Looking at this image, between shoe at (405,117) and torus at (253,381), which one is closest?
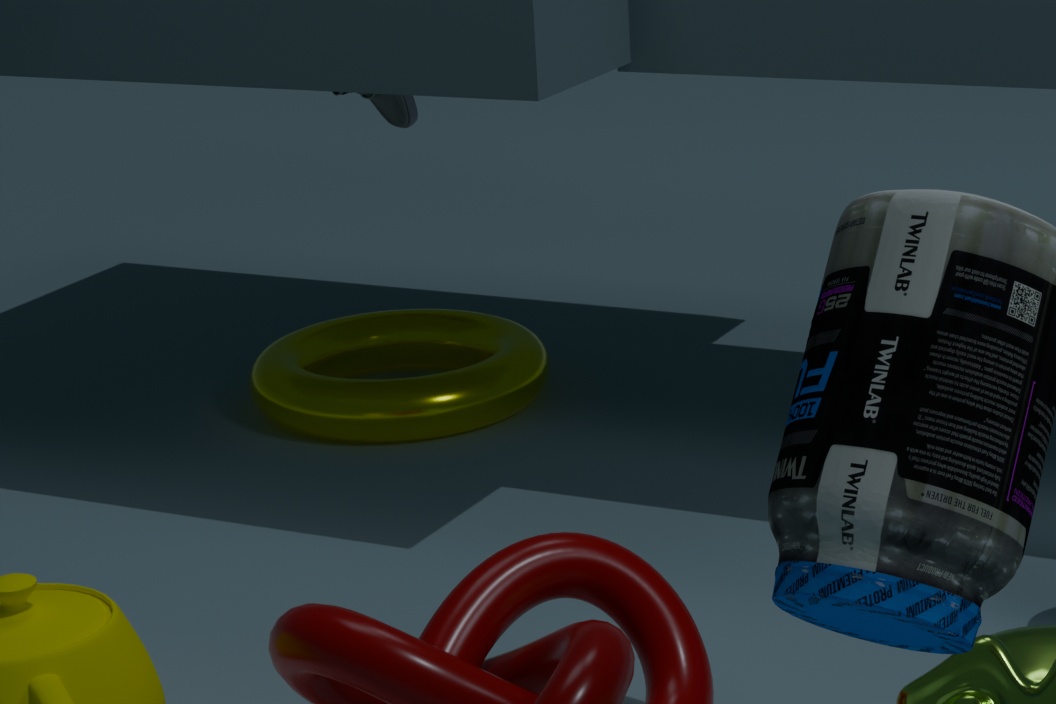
torus at (253,381)
